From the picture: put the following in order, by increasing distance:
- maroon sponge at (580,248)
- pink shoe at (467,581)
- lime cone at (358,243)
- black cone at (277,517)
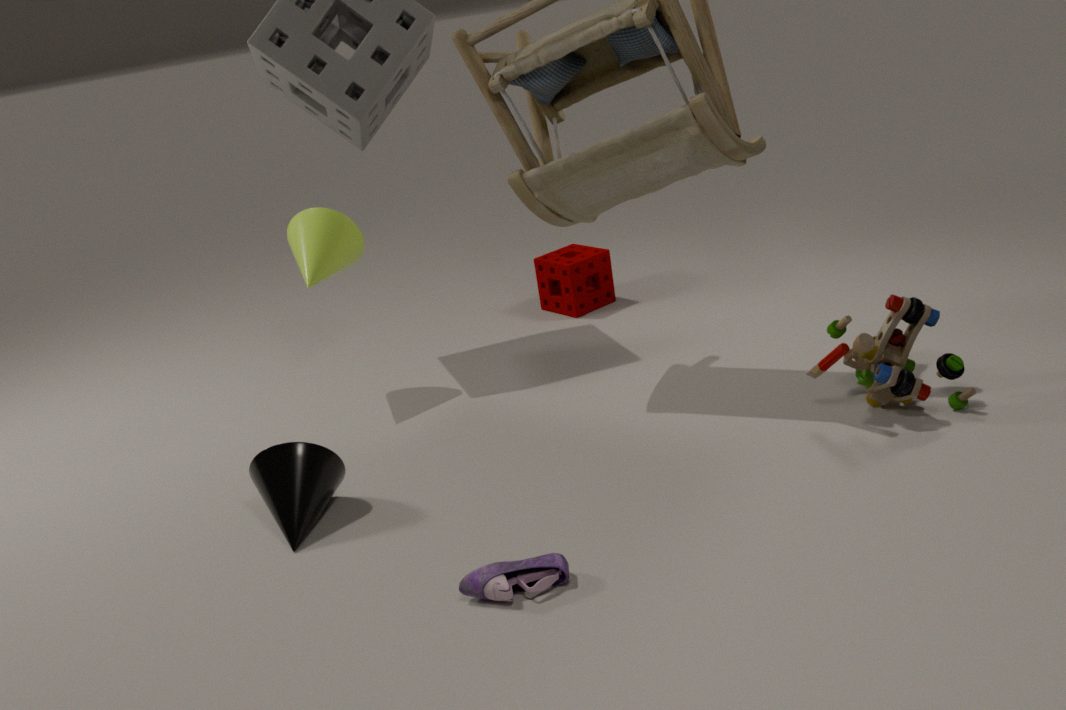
pink shoe at (467,581) → black cone at (277,517) → lime cone at (358,243) → maroon sponge at (580,248)
